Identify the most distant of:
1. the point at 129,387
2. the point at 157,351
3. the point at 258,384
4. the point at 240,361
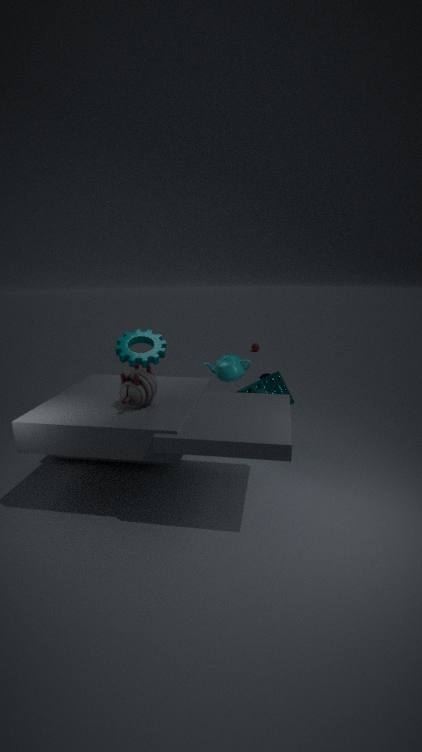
the point at 157,351
